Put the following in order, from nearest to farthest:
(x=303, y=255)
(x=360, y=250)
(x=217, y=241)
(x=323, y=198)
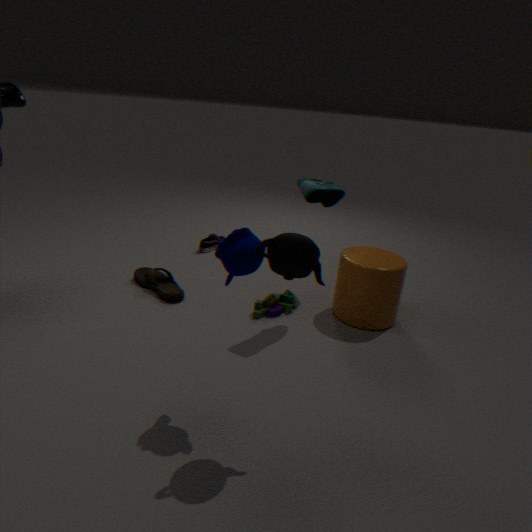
(x=303, y=255) → (x=323, y=198) → (x=360, y=250) → (x=217, y=241)
